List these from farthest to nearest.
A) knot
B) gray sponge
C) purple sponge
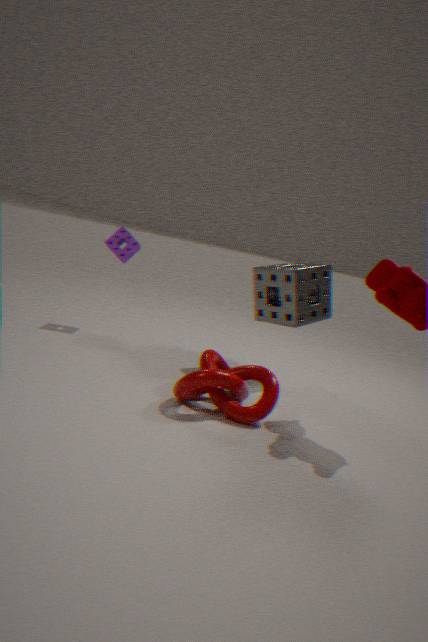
purple sponge, gray sponge, knot
